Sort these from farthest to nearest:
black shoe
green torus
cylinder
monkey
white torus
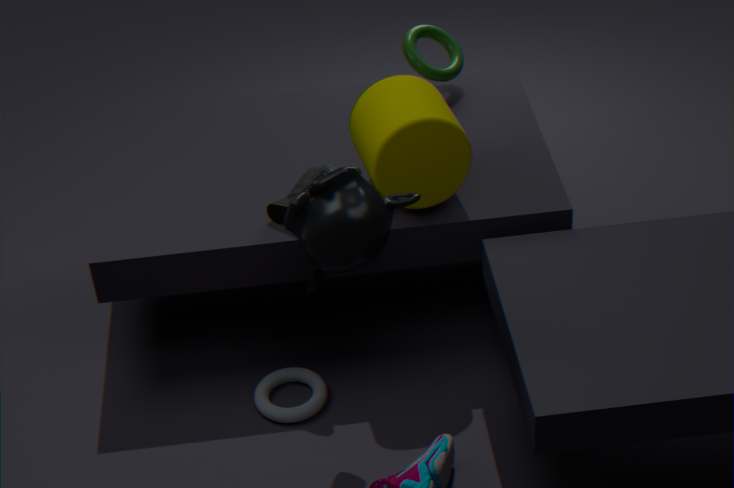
green torus → white torus → black shoe → cylinder → monkey
